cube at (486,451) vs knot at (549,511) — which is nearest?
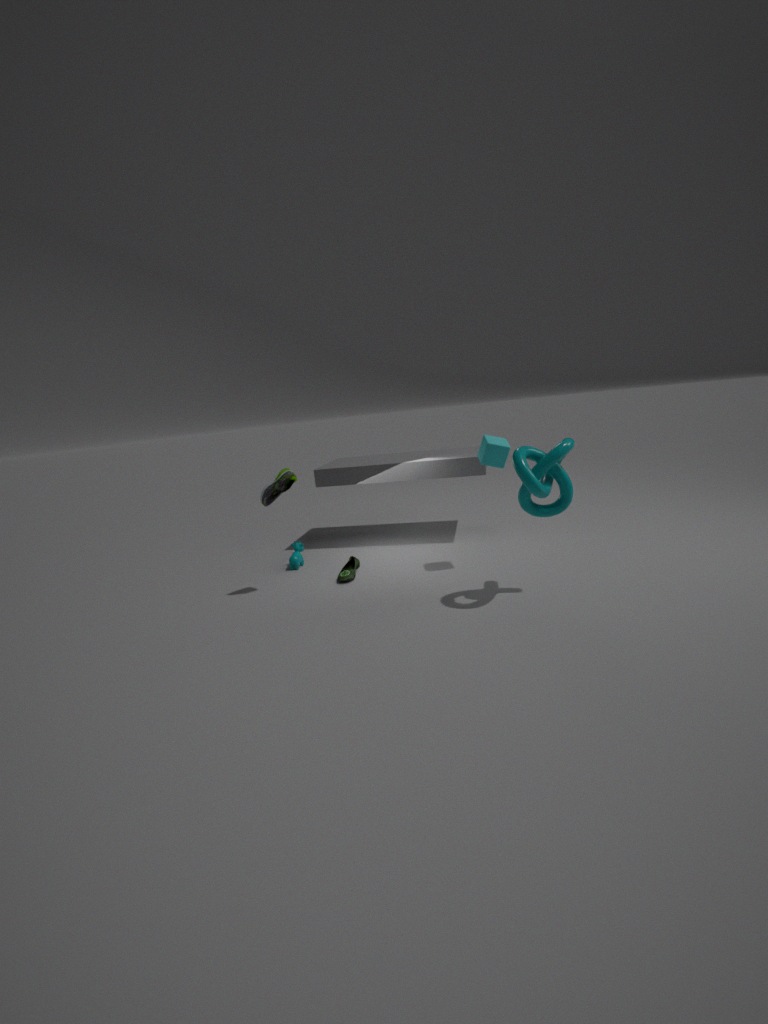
knot at (549,511)
